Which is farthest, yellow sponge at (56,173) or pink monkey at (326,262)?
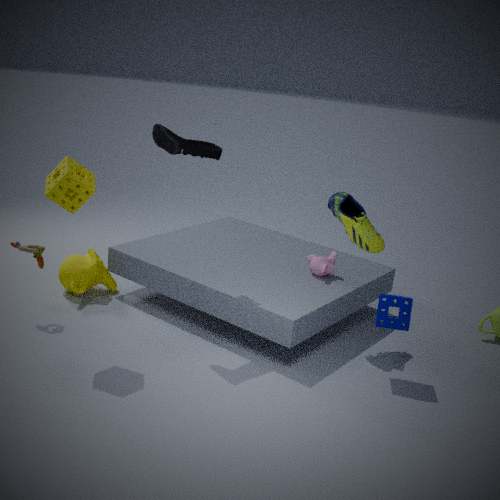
pink monkey at (326,262)
